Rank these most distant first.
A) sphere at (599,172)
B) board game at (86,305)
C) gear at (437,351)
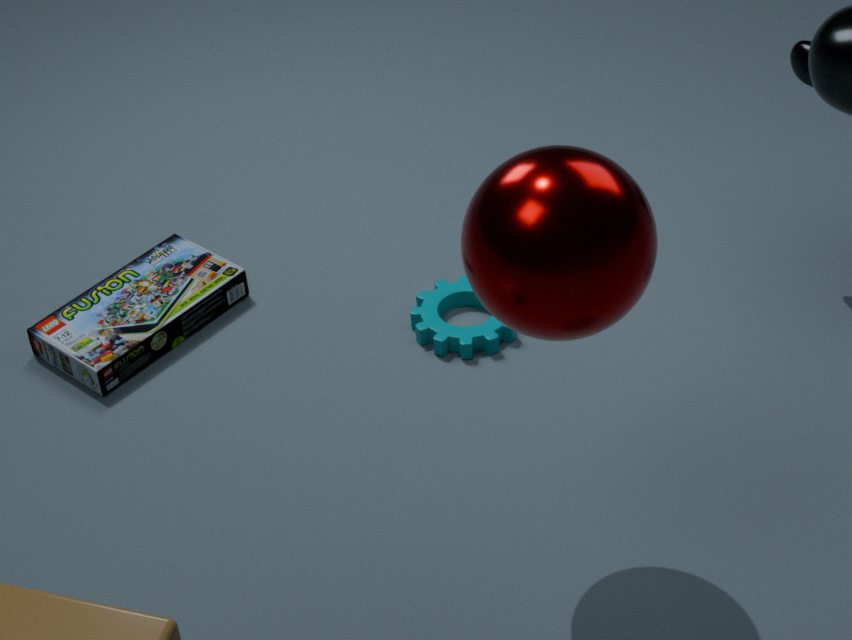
gear at (437,351), board game at (86,305), sphere at (599,172)
